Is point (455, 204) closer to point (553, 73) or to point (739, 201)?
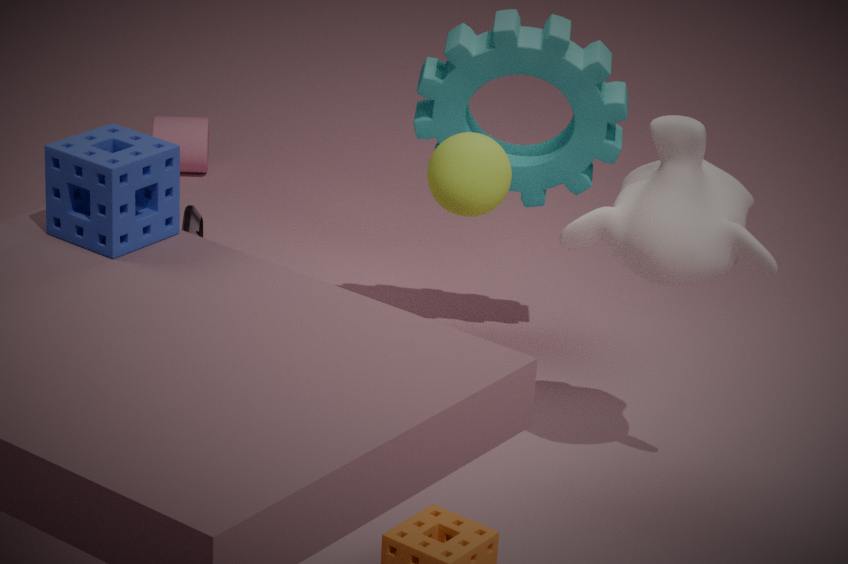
point (739, 201)
